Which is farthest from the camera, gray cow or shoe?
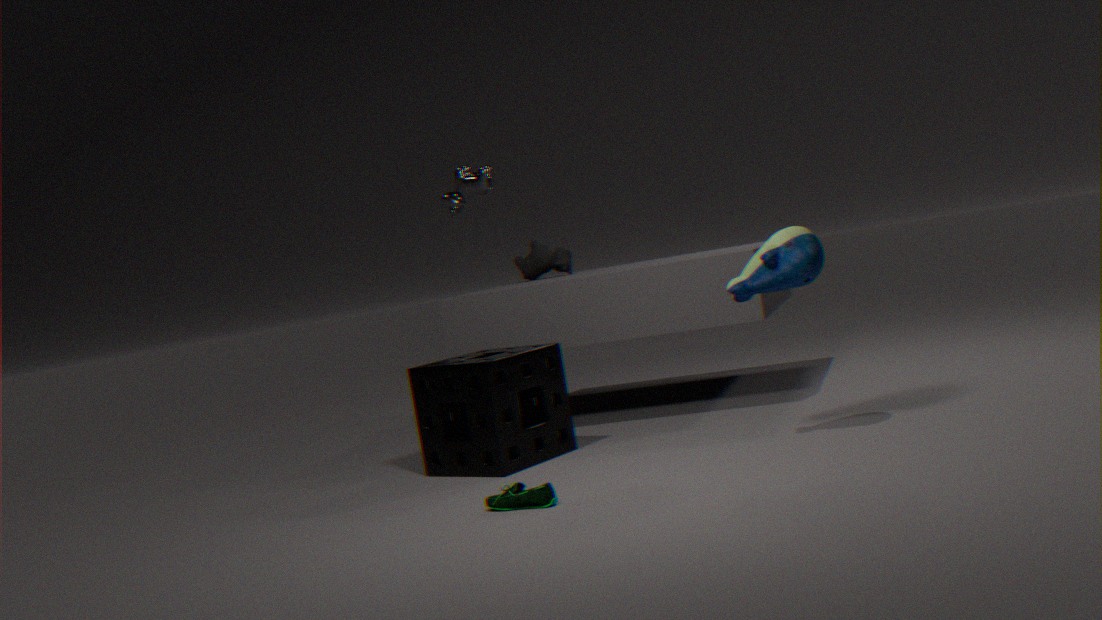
gray cow
